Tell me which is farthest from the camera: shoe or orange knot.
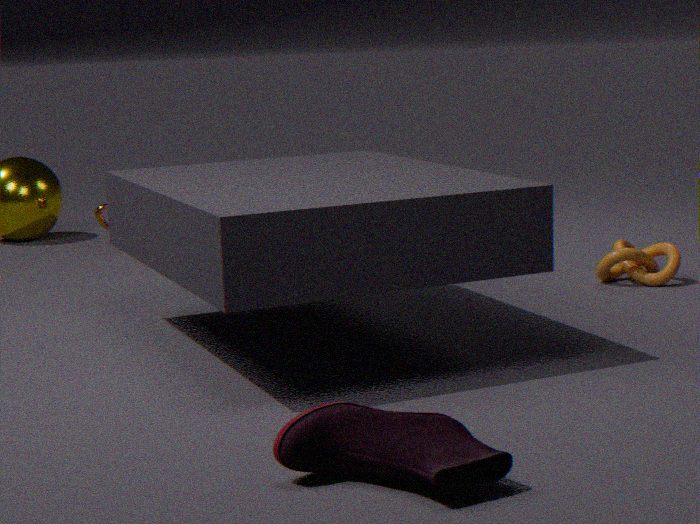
orange knot
